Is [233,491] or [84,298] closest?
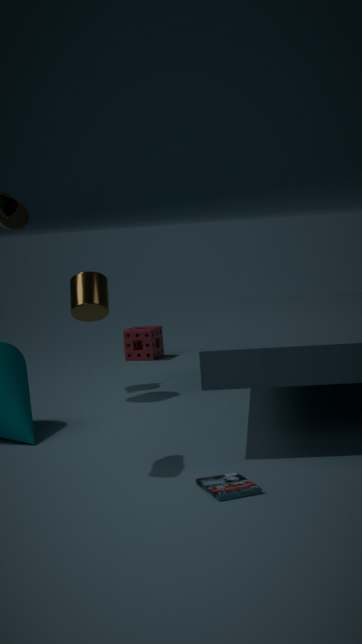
[233,491]
